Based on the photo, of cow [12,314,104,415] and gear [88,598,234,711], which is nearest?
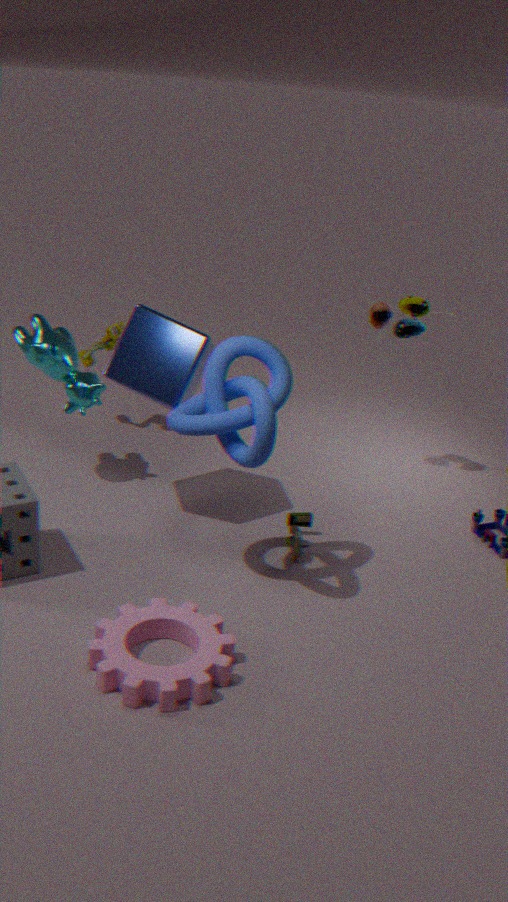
gear [88,598,234,711]
